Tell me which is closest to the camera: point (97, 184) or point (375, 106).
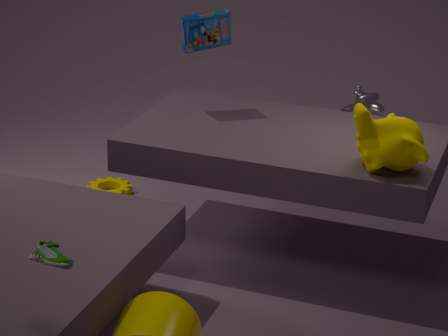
point (97, 184)
